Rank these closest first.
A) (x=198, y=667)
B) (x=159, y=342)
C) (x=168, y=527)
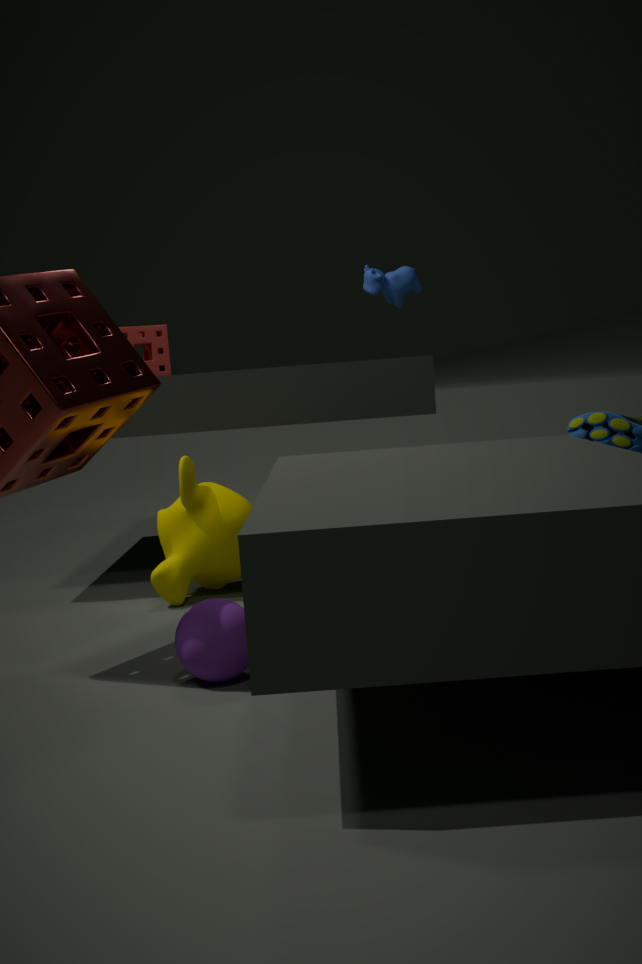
1. (x=198, y=667)
2. (x=168, y=527)
3. (x=159, y=342)
